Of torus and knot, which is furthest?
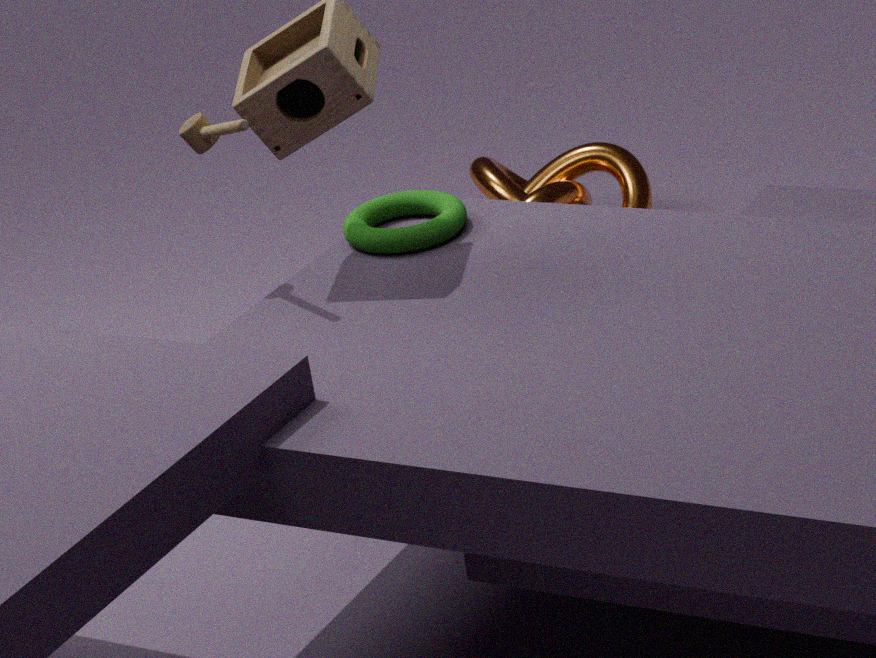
knot
